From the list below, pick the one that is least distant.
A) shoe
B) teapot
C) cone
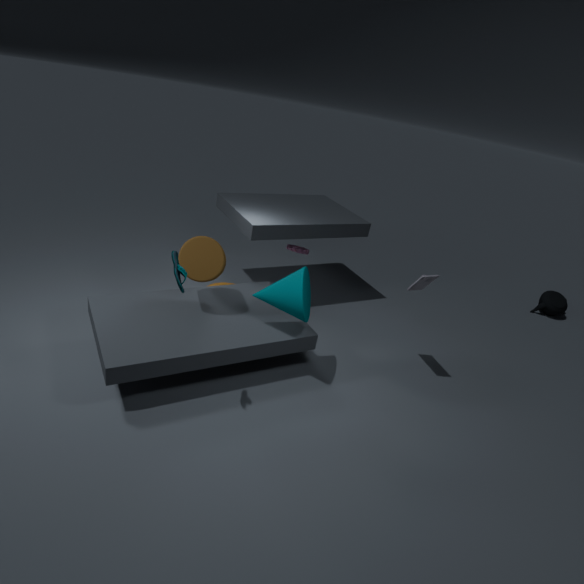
shoe
